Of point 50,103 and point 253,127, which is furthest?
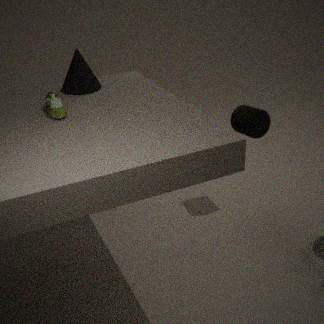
point 253,127
